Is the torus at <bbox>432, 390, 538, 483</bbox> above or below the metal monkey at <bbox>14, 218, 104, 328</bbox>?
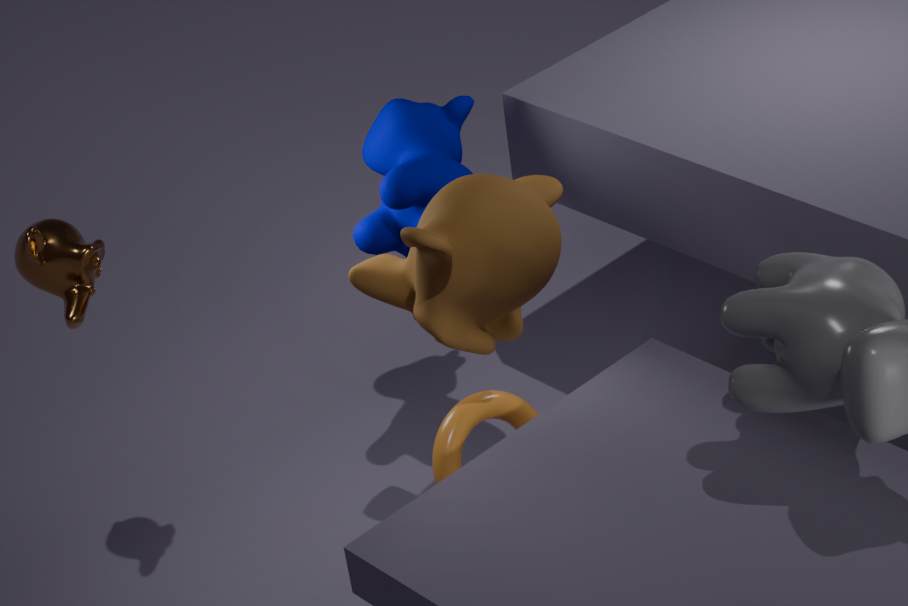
below
